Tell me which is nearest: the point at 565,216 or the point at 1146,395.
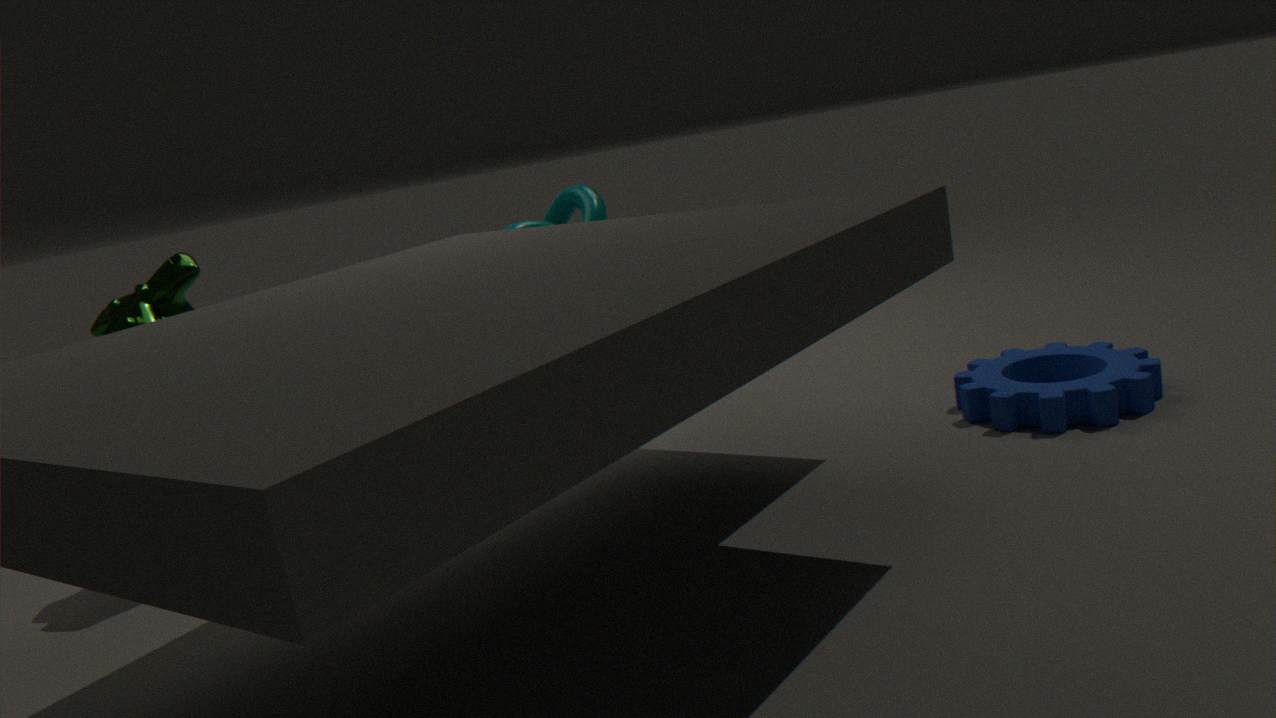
the point at 1146,395
